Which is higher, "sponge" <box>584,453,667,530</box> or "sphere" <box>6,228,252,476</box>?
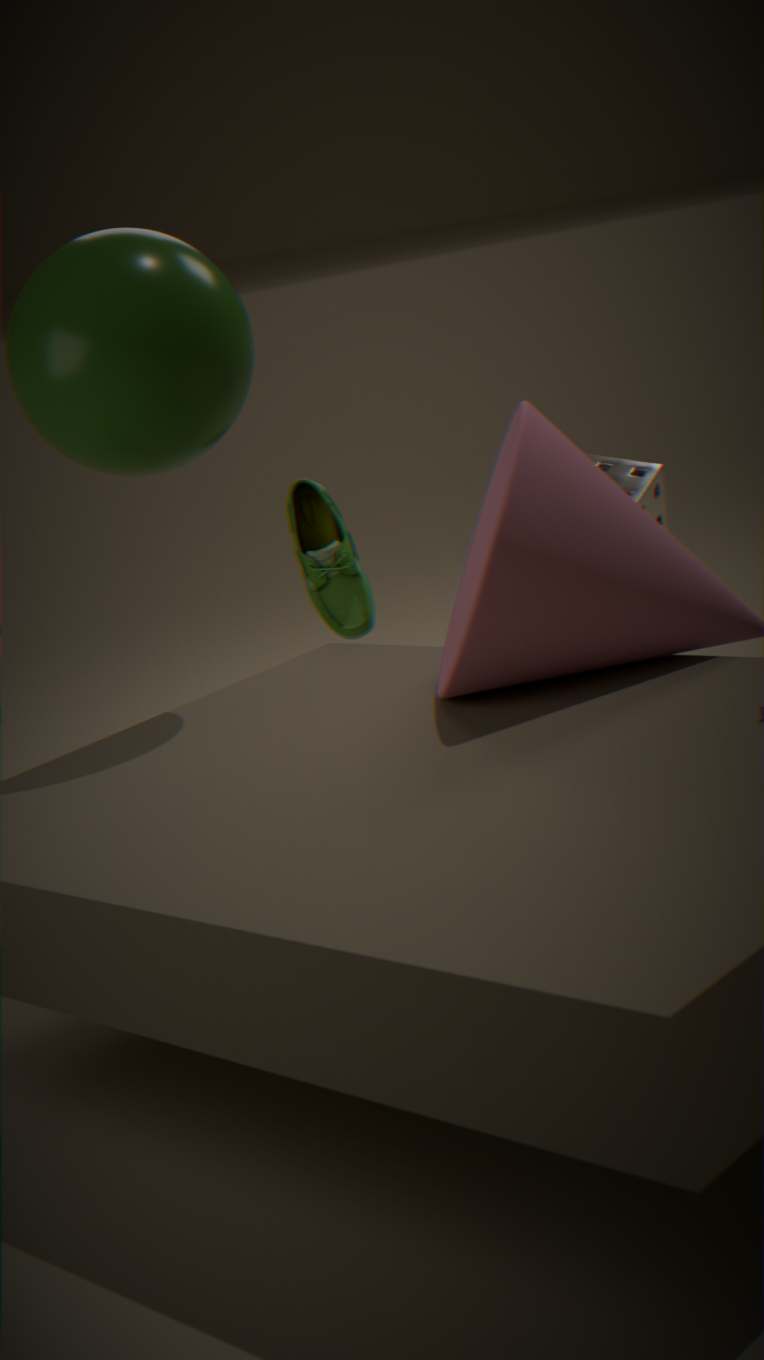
"sphere" <box>6,228,252,476</box>
